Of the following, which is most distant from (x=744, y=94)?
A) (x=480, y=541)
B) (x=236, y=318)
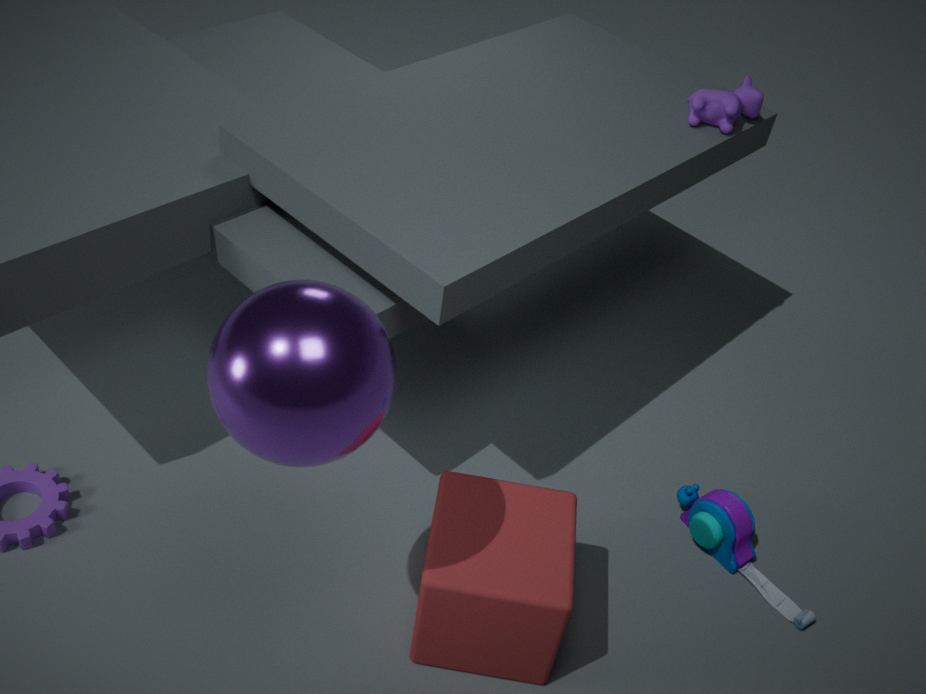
(x=236, y=318)
